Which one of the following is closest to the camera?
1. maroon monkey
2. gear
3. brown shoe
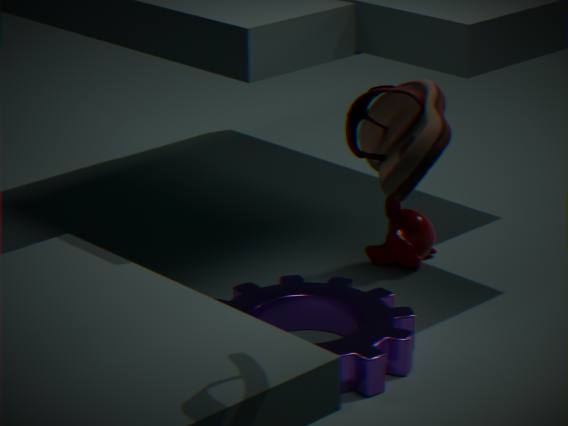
brown shoe
